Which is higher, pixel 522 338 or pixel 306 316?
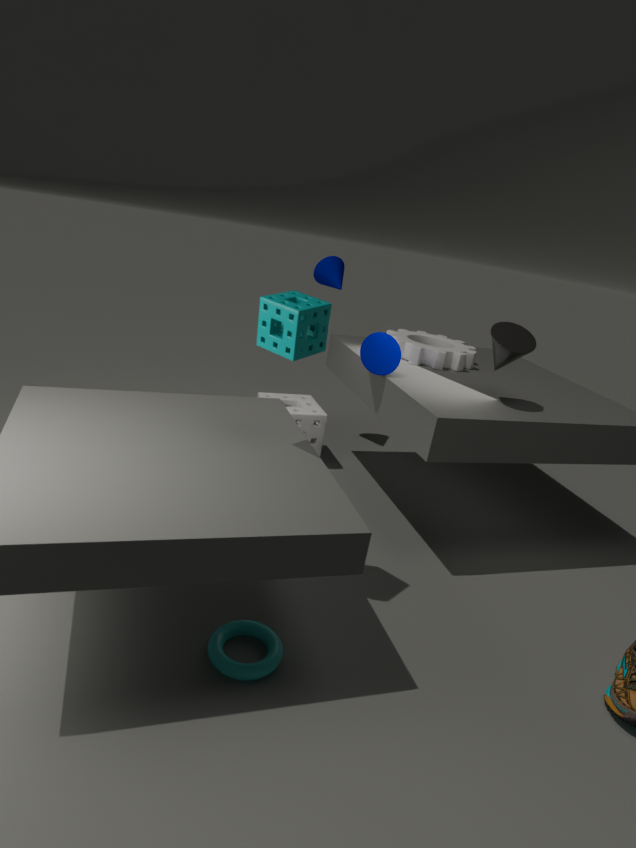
pixel 306 316
